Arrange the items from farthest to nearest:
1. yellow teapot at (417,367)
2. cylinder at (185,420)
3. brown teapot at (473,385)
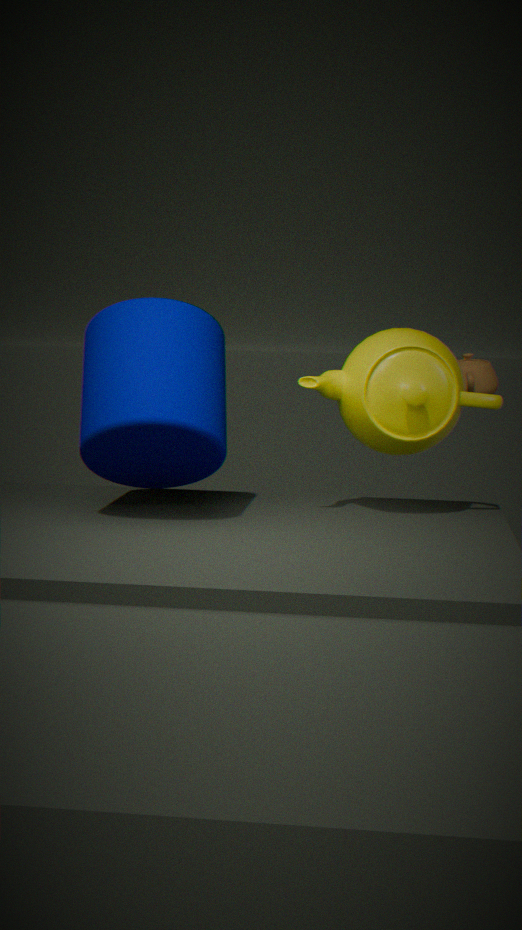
brown teapot at (473,385)
yellow teapot at (417,367)
cylinder at (185,420)
